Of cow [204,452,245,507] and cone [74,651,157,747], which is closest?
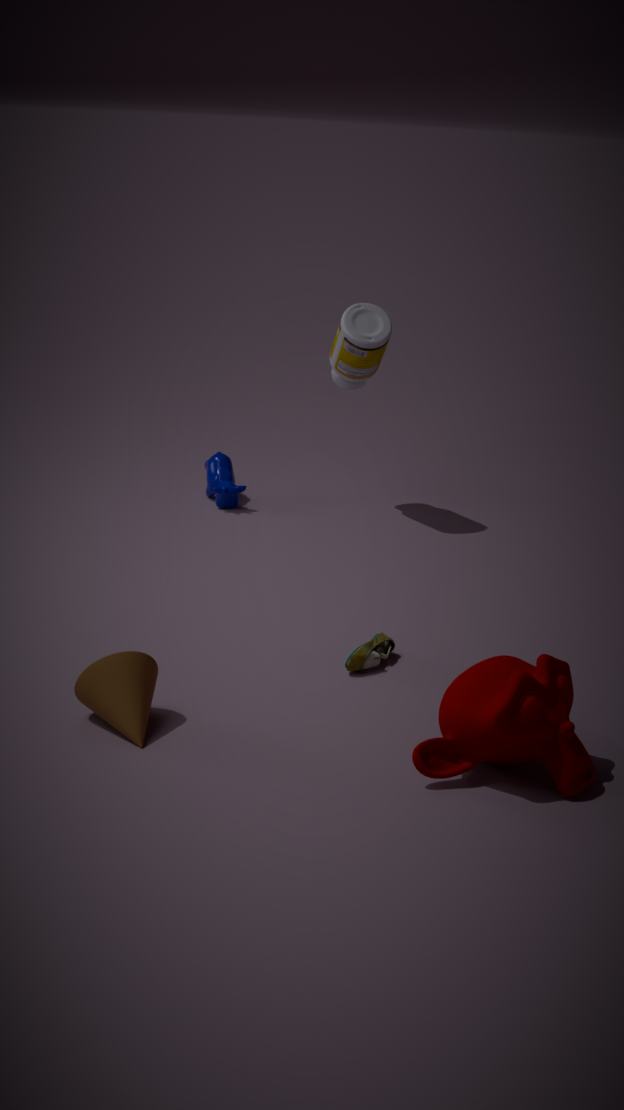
cone [74,651,157,747]
